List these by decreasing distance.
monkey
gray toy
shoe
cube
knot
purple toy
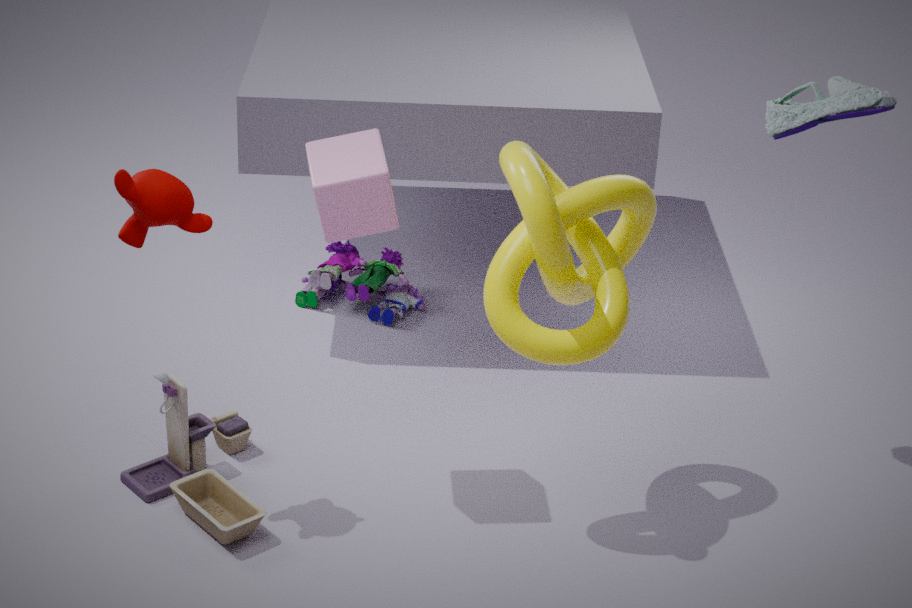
purple toy → gray toy → shoe → cube → monkey → knot
